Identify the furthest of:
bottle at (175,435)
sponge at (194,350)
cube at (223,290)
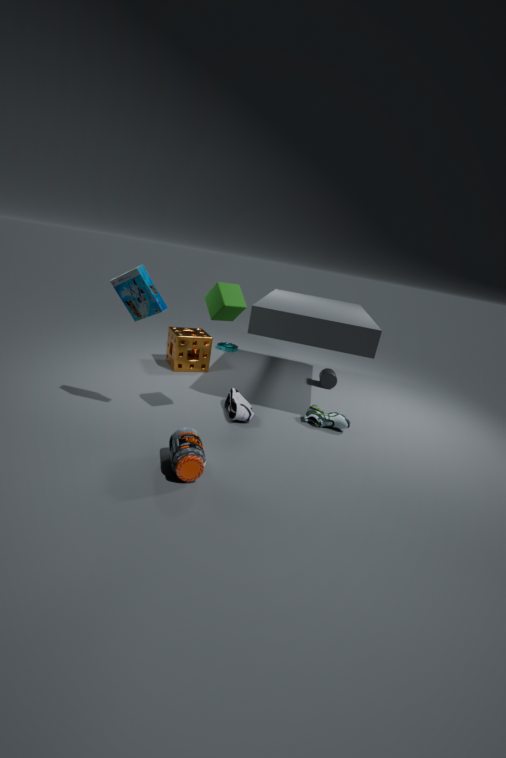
sponge at (194,350)
